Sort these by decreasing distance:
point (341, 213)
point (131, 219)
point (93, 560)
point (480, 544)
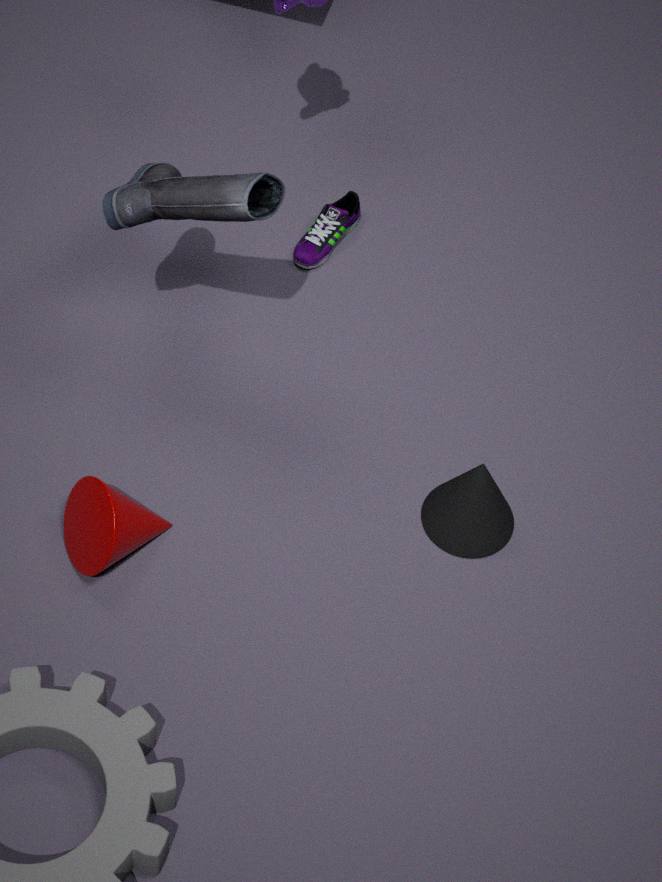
point (341, 213) → point (480, 544) → point (93, 560) → point (131, 219)
